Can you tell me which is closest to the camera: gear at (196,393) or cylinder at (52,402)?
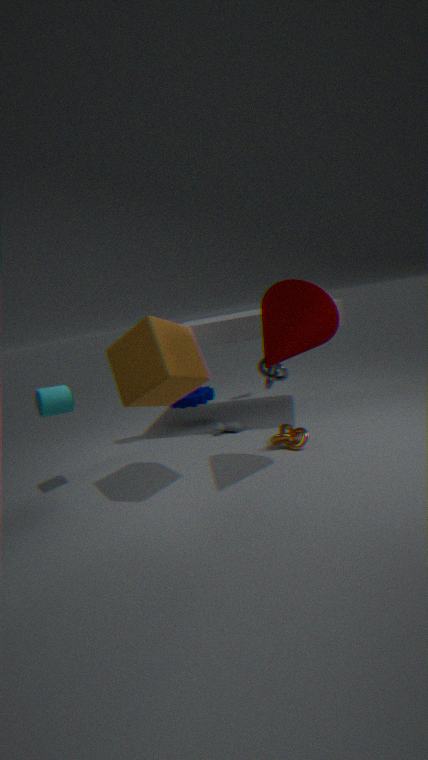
cylinder at (52,402)
